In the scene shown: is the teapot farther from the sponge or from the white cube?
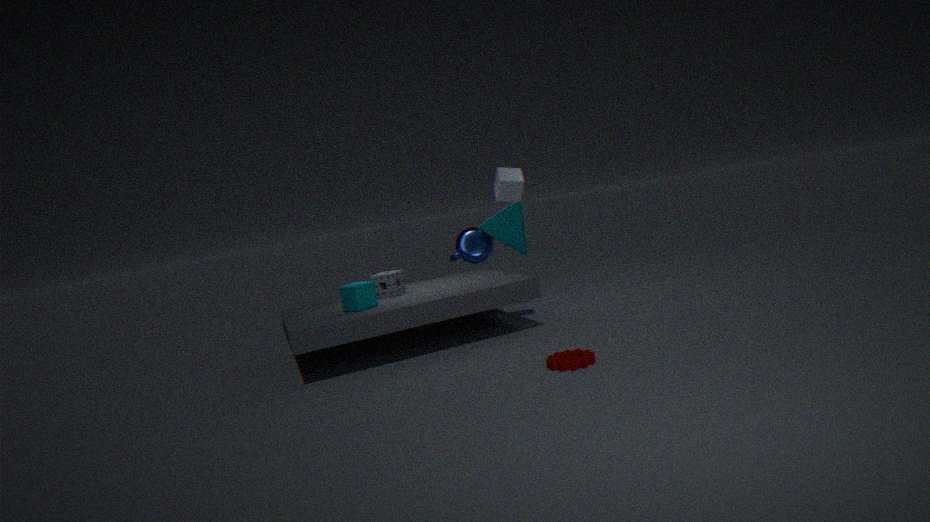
the white cube
